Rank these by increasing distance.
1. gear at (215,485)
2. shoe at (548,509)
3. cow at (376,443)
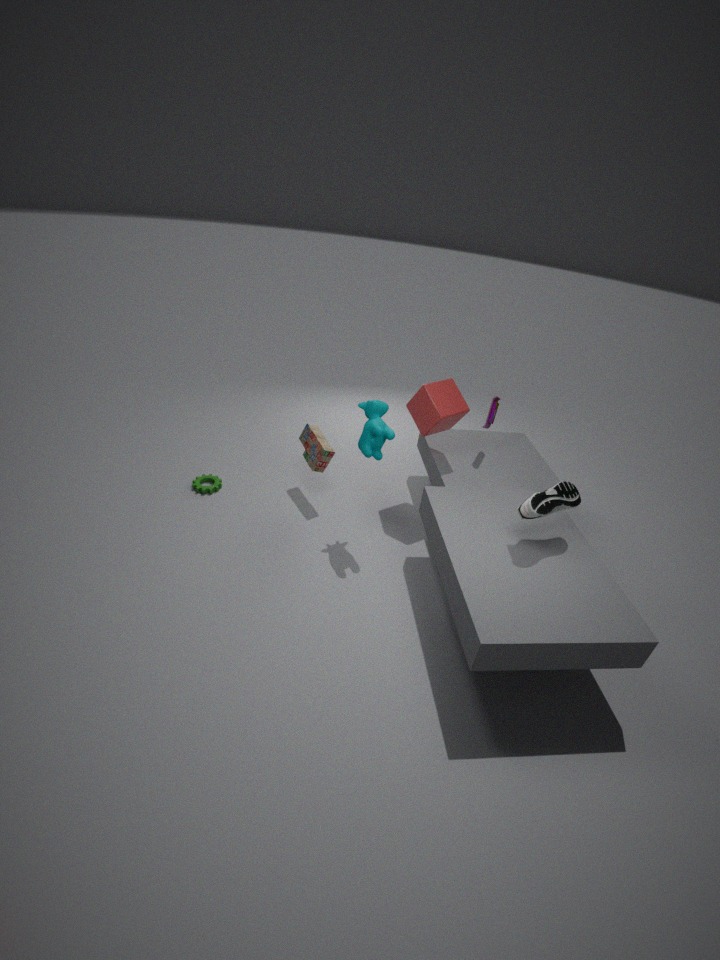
shoe at (548,509) < cow at (376,443) < gear at (215,485)
